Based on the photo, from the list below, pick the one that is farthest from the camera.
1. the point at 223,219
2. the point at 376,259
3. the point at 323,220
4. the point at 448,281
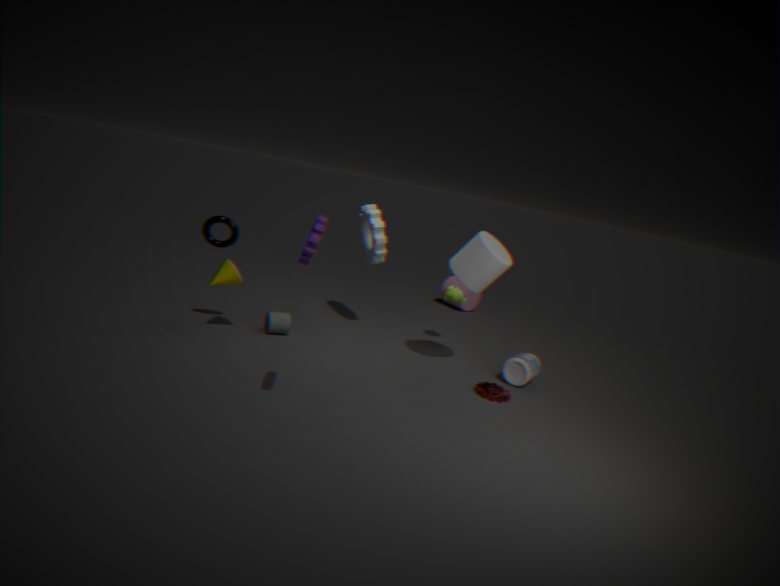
the point at 448,281
